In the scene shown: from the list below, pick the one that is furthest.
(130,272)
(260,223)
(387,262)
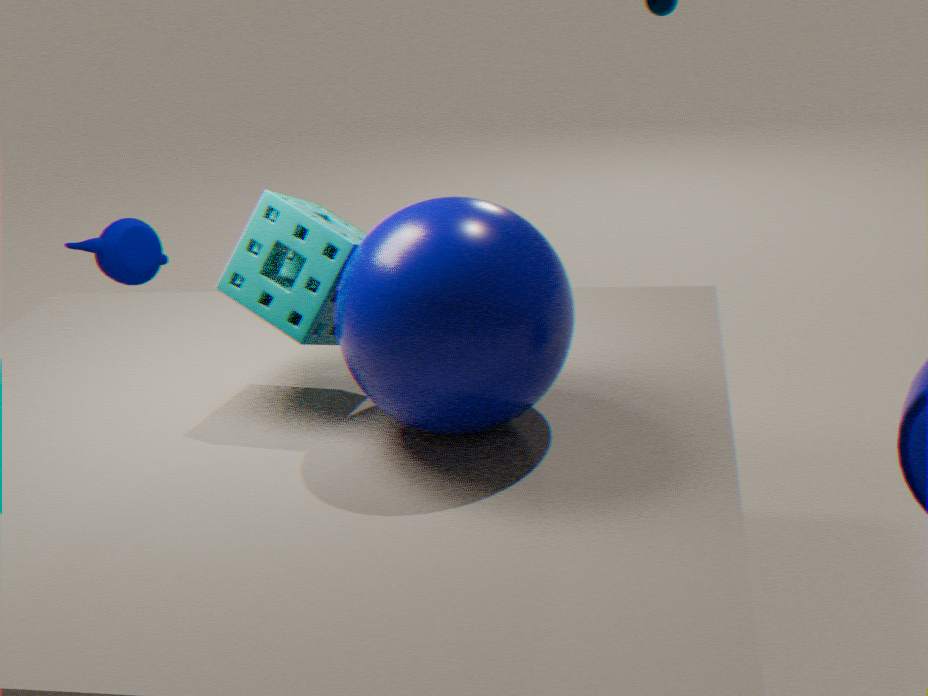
(130,272)
